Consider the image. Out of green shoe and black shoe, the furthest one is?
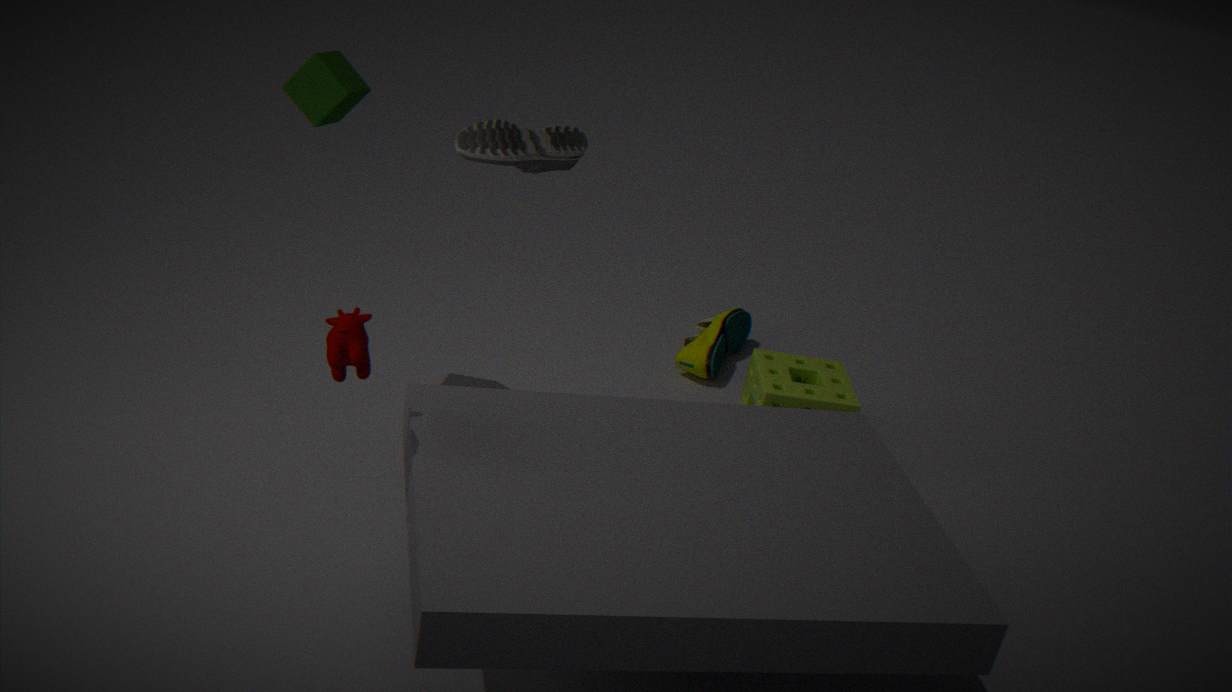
green shoe
